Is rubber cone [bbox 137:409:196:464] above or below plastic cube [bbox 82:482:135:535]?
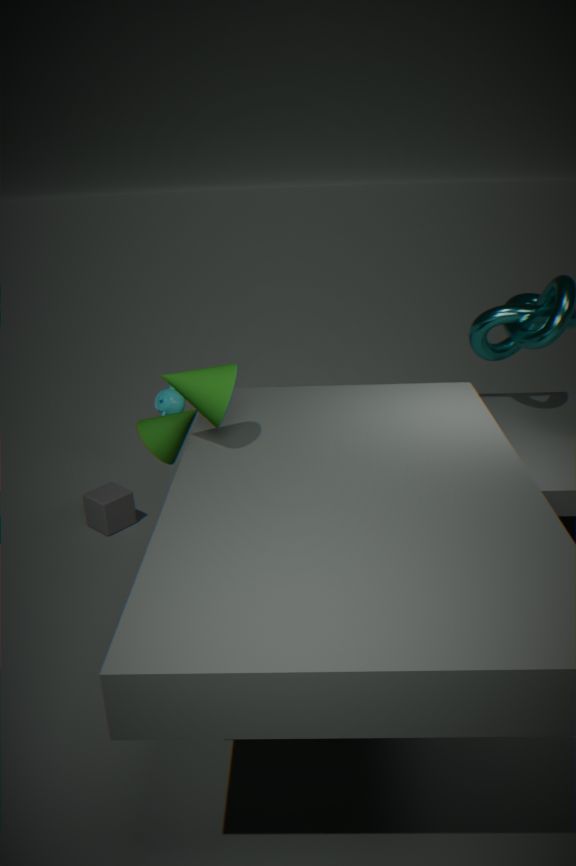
above
